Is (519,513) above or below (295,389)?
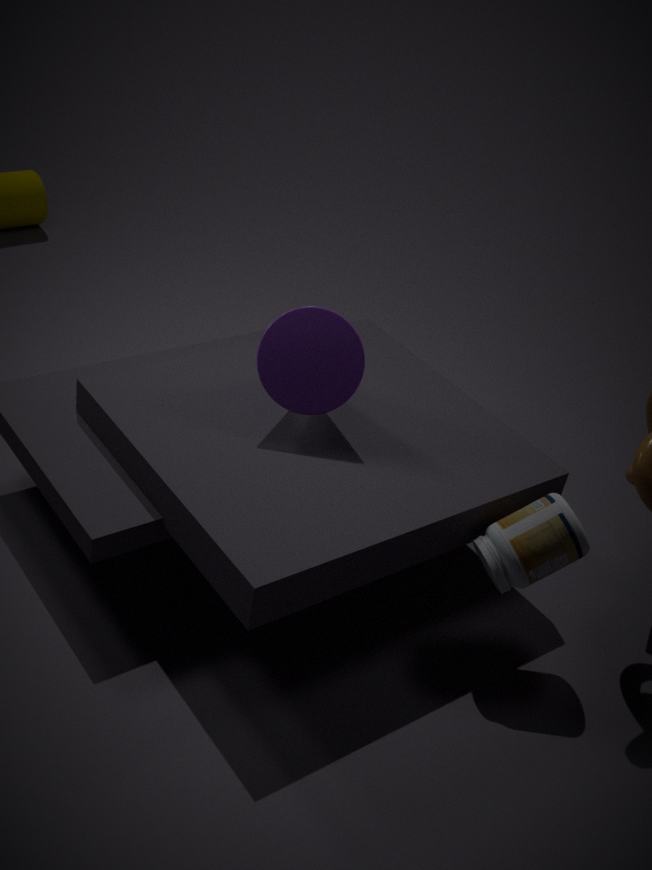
below
